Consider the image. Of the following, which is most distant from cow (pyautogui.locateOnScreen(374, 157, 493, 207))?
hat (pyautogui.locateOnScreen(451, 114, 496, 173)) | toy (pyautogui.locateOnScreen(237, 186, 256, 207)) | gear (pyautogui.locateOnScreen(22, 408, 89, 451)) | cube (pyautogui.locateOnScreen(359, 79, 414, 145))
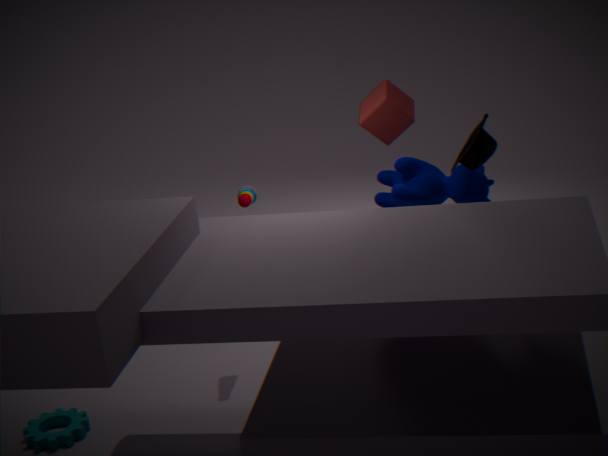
gear (pyautogui.locateOnScreen(22, 408, 89, 451))
